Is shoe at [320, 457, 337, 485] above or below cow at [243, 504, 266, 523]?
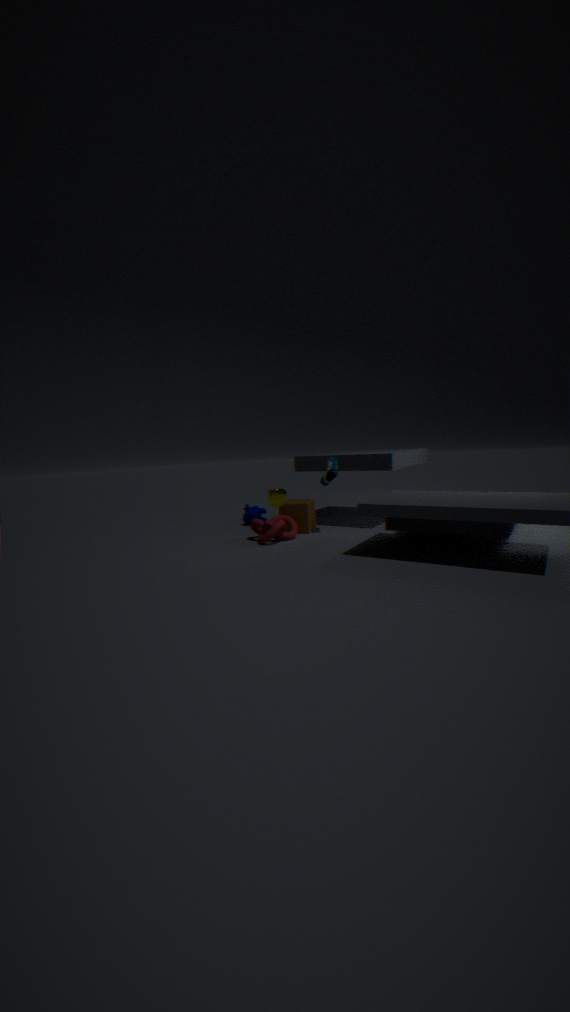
above
